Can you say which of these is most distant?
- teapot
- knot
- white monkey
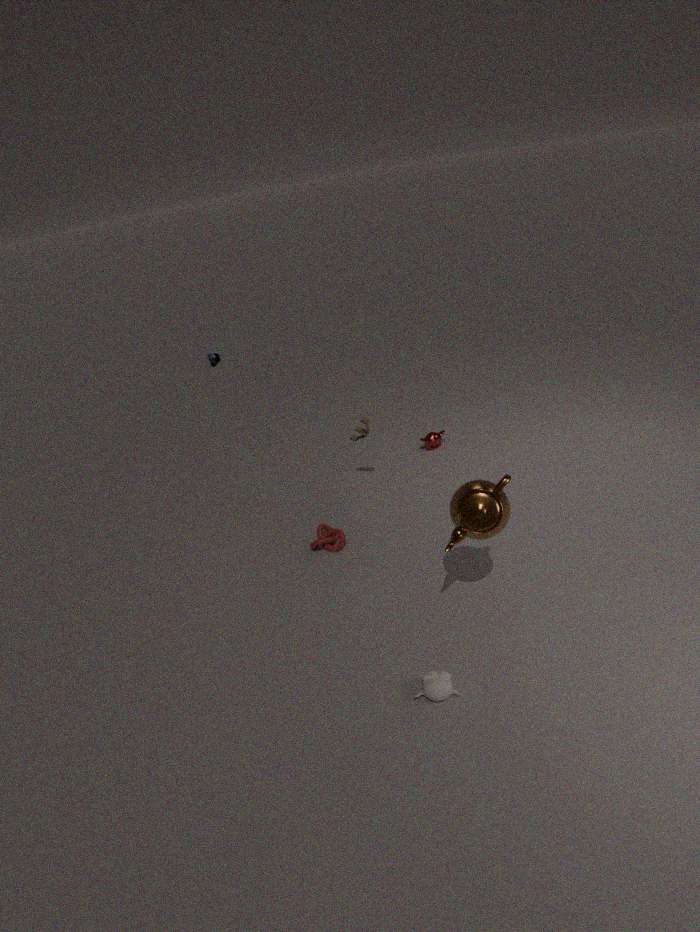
knot
